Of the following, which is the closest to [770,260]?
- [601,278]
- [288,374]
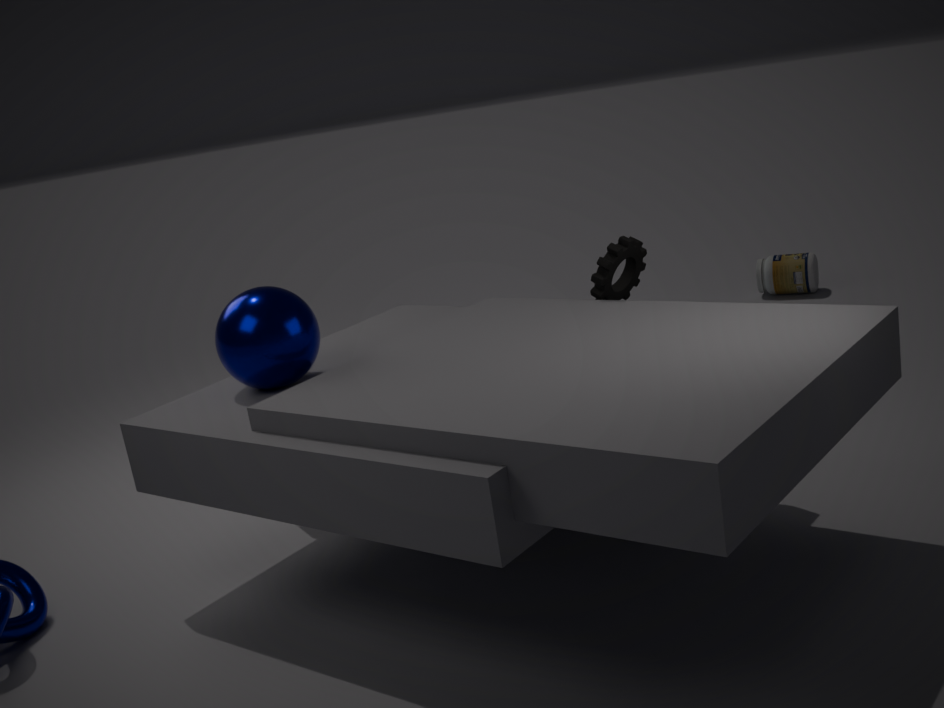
[601,278]
